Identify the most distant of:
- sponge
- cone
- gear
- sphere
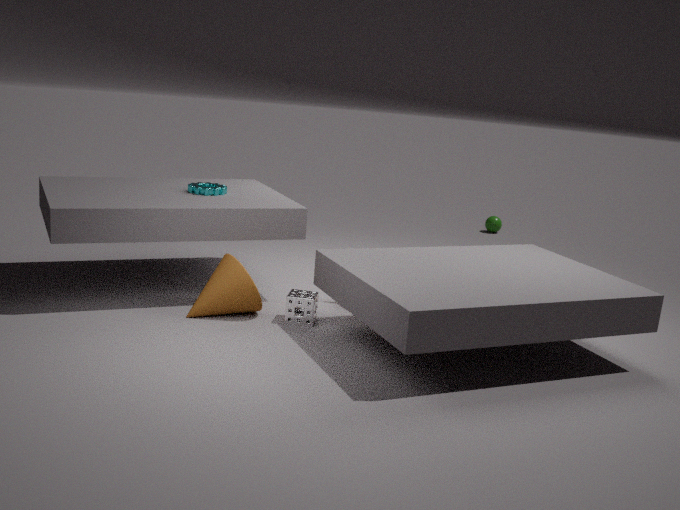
sphere
